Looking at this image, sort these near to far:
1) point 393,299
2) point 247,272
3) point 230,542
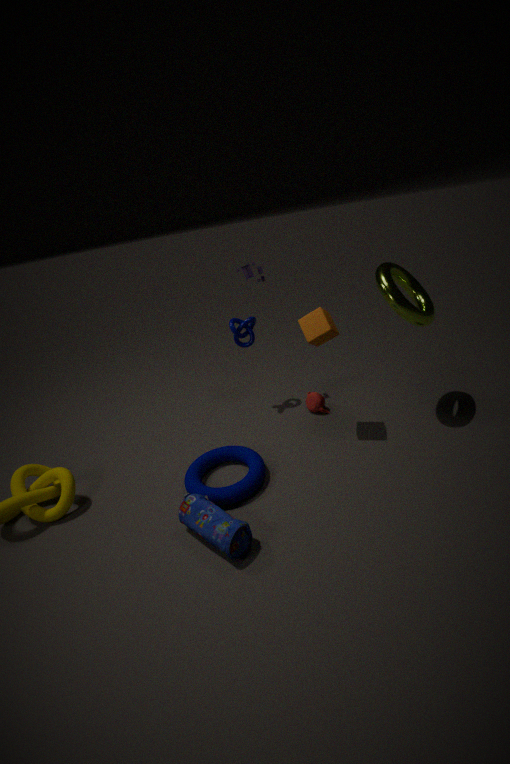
1. 3. point 230,542
2. 1. point 393,299
3. 2. point 247,272
